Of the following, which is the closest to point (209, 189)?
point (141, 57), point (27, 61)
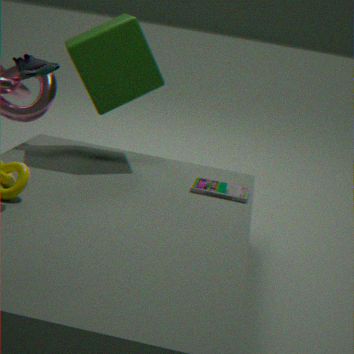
point (141, 57)
